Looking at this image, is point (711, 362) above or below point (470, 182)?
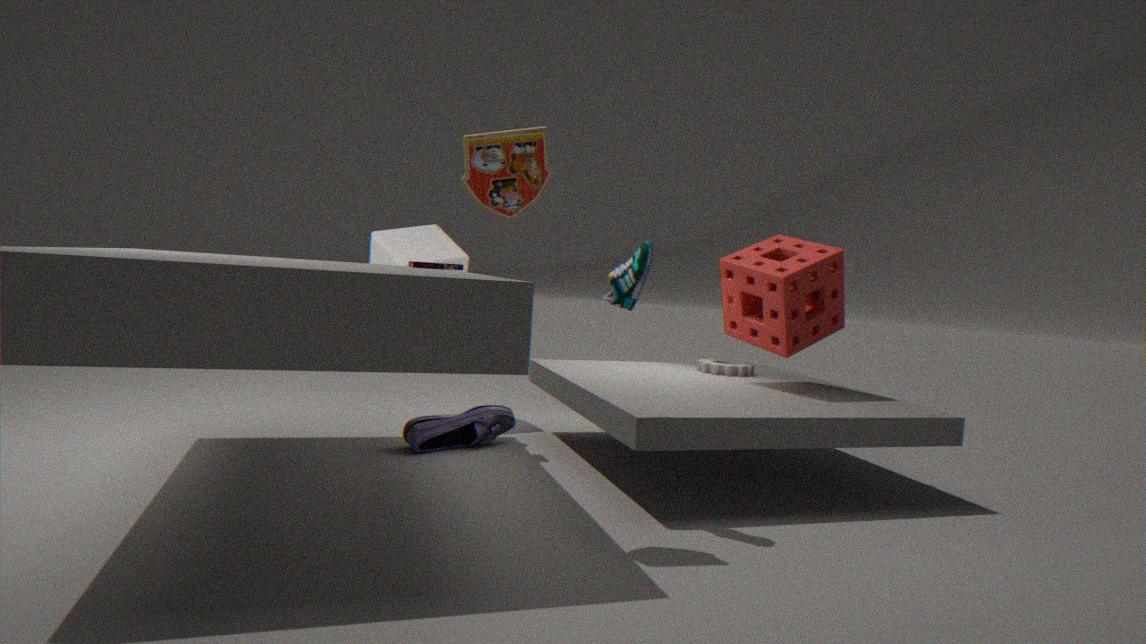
below
